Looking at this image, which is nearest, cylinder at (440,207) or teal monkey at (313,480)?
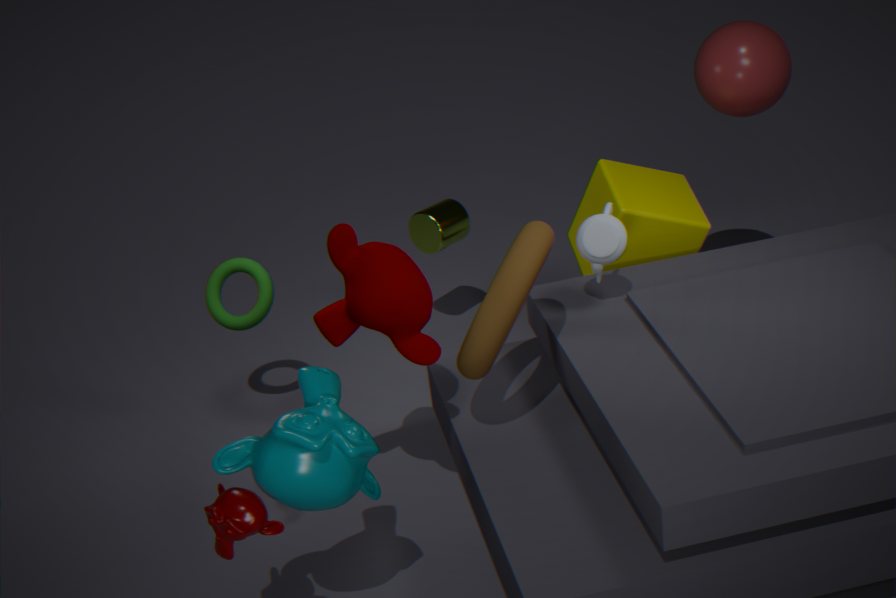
teal monkey at (313,480)
